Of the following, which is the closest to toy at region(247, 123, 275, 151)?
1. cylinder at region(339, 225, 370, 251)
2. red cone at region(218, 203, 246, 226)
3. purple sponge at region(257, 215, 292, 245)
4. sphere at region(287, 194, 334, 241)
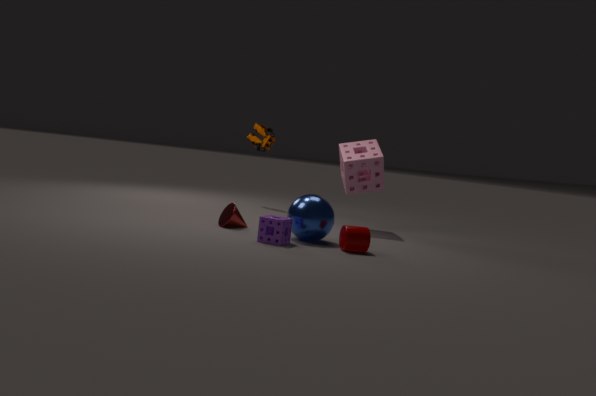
red cone at region(218, 203, 246, 226)
